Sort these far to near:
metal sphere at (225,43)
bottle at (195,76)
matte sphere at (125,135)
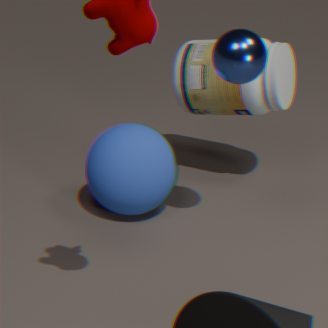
bottle at (195,76), matte sphere at (125,135), metal sphere at (225,43)
